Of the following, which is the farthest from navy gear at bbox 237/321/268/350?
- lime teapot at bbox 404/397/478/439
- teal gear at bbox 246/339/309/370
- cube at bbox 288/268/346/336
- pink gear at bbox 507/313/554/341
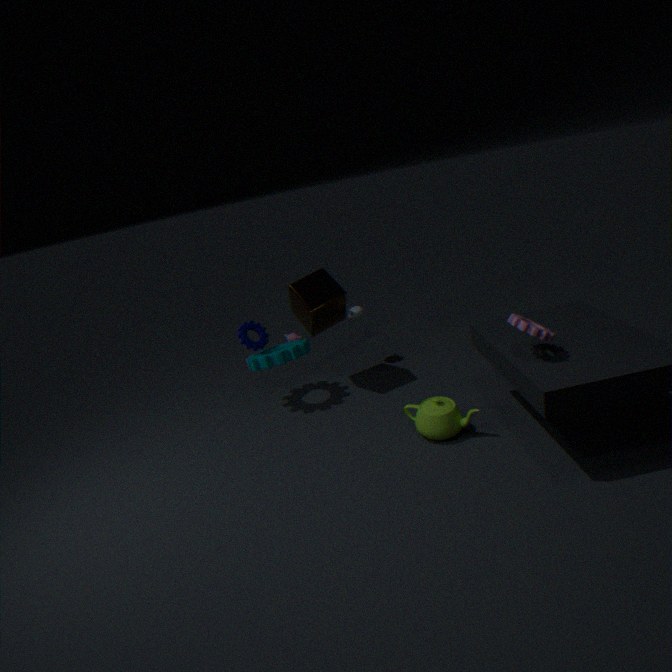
pink gear at bbox 507/313/554/341
